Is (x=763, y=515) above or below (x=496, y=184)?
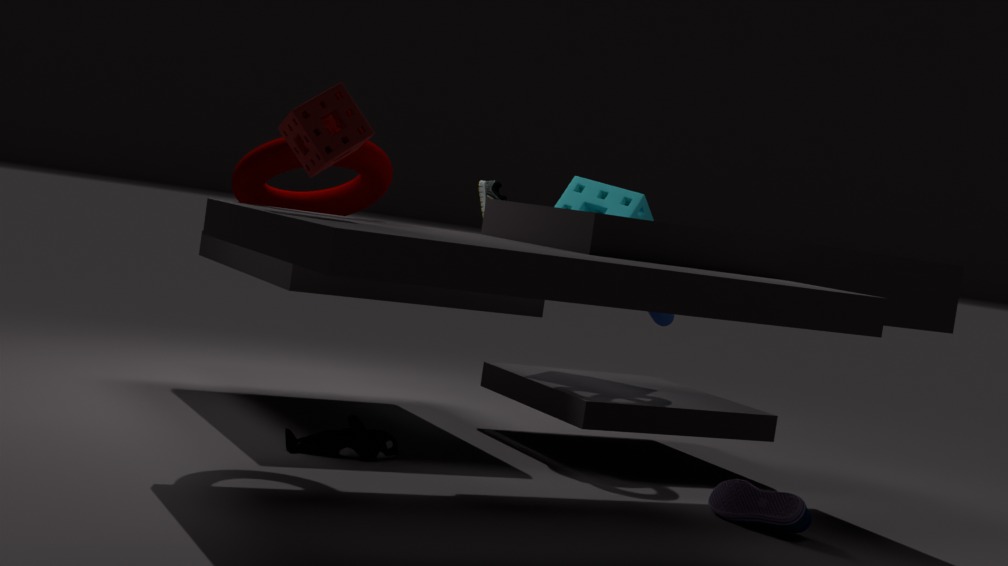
below
